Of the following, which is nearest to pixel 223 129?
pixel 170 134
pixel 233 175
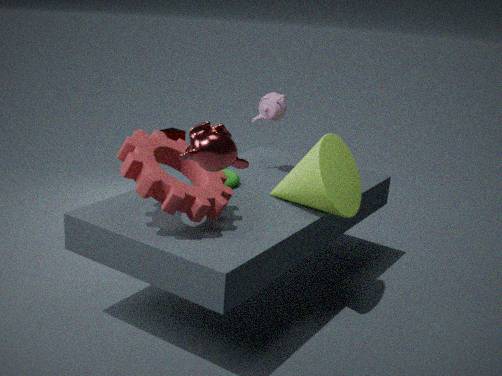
pixel 233 175
